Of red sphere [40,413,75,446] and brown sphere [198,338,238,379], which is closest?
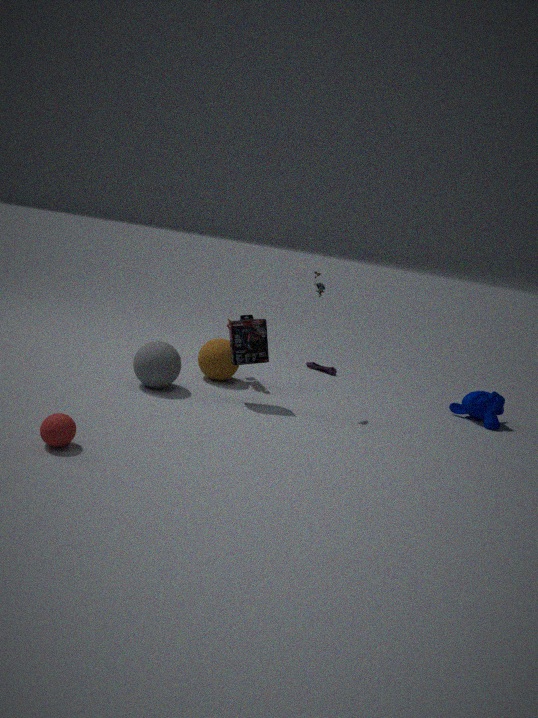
red sphere [40,413,75,446]
